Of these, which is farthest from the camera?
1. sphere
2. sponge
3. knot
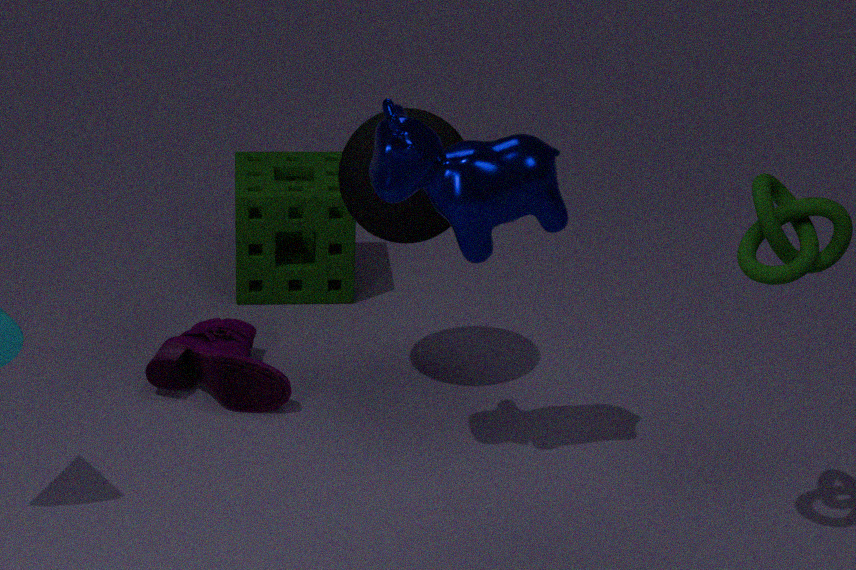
sponge
